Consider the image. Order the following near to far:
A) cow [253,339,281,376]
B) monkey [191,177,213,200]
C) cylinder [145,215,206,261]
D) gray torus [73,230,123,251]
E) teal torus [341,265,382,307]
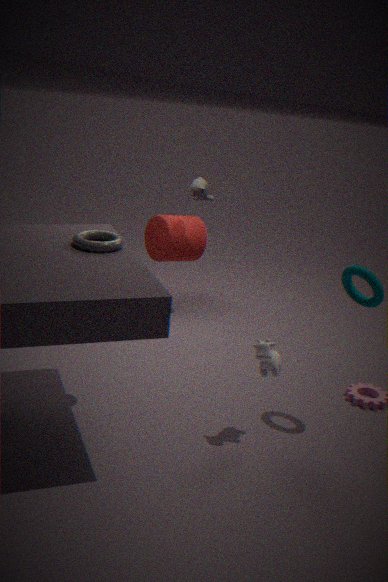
gray torus [73,230,123,251]
cow [253,339,281,376]
teal torus [341,265,382,307]
monkey [191,177,213,200]
cylinder [145,215,206,261]
